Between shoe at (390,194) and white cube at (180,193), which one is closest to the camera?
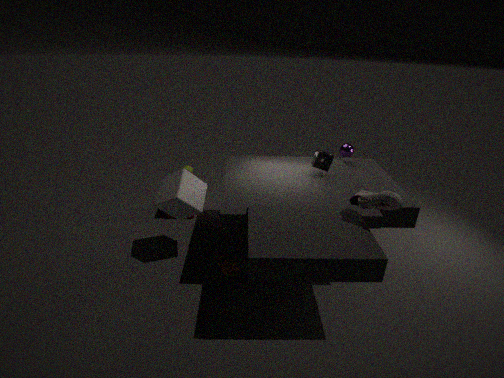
shoe at (390,194)
